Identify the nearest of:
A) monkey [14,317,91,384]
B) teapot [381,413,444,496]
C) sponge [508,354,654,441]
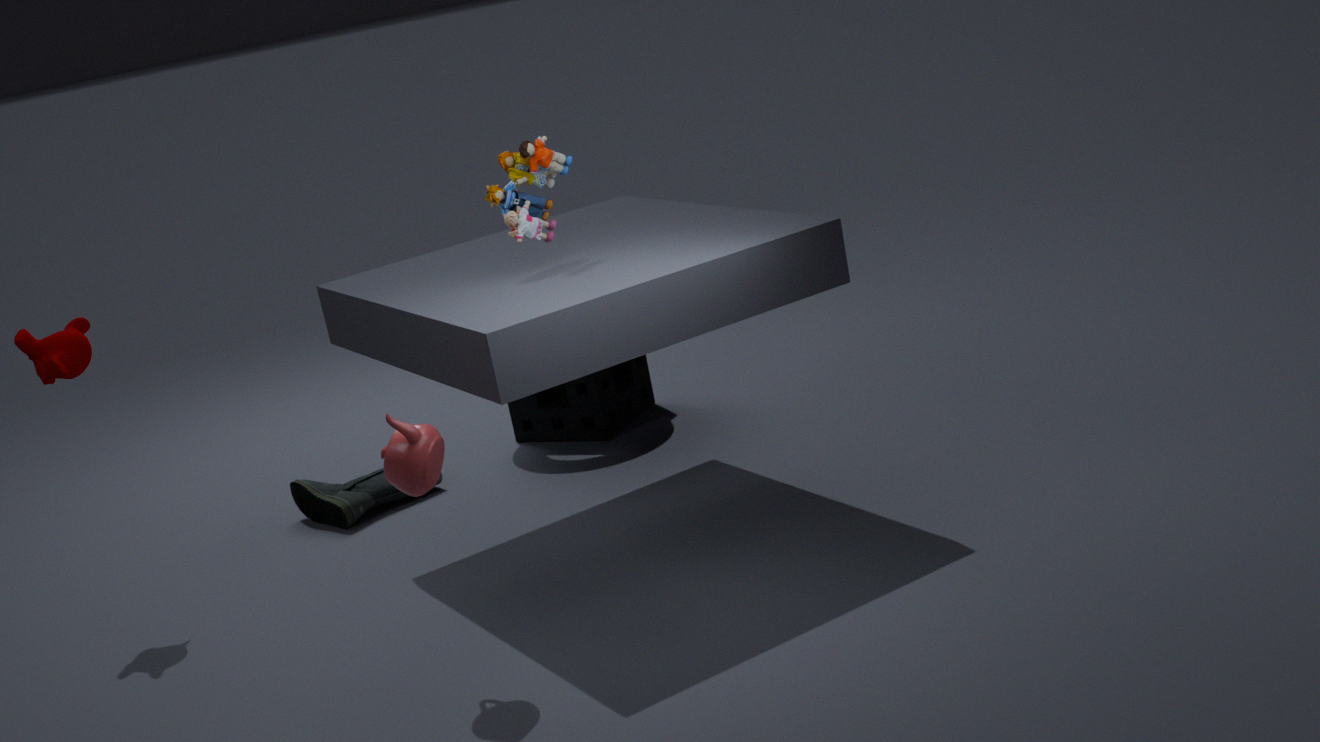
teapot [381,413,444,496]
